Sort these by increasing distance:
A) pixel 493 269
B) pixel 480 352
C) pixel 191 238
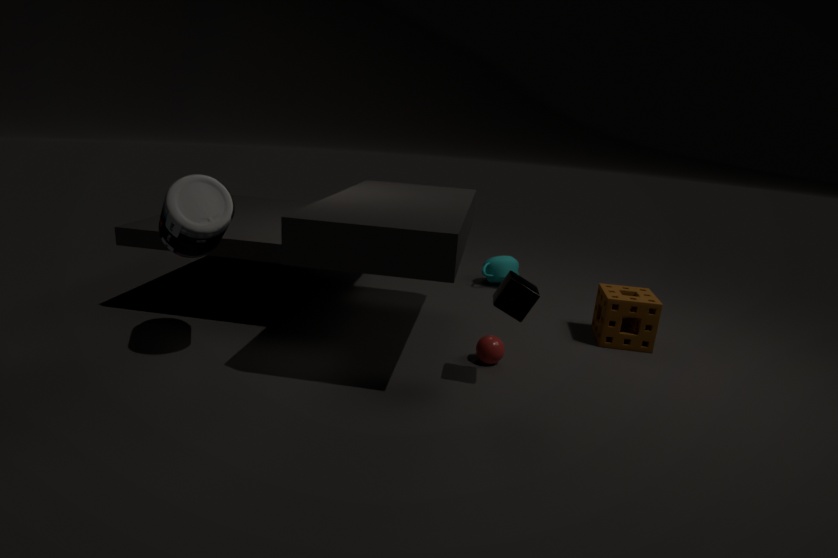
pixel 191 238 < pixel 480 352 < pixel 493 269
